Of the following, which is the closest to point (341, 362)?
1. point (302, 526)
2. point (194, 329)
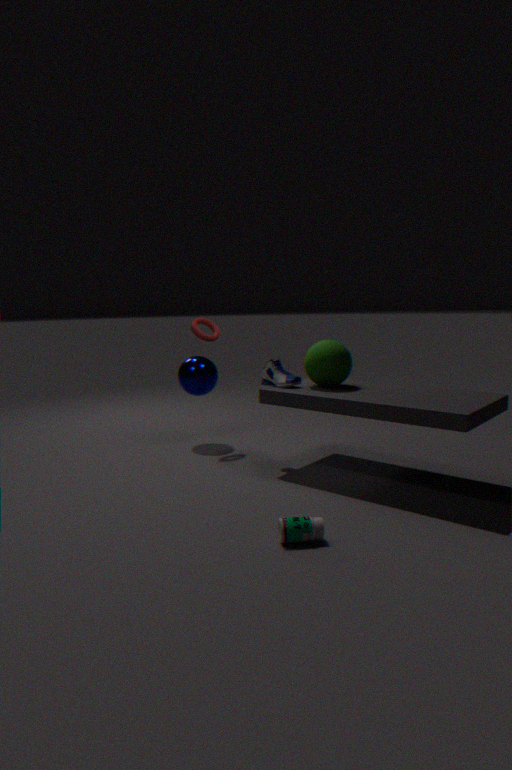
point (194, 329)
